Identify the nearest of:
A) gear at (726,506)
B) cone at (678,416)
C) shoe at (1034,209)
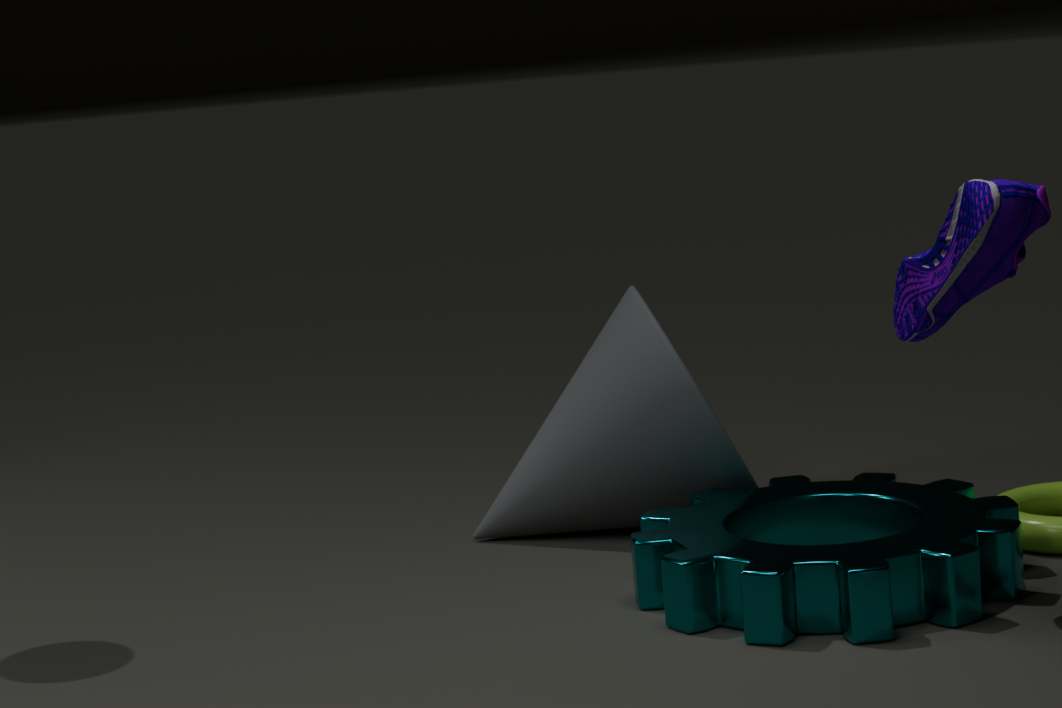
shoe at (1034,209)
